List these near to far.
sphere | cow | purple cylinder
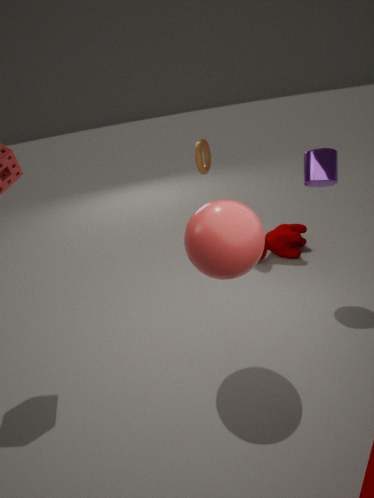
sphere
purple cylinder
cow
